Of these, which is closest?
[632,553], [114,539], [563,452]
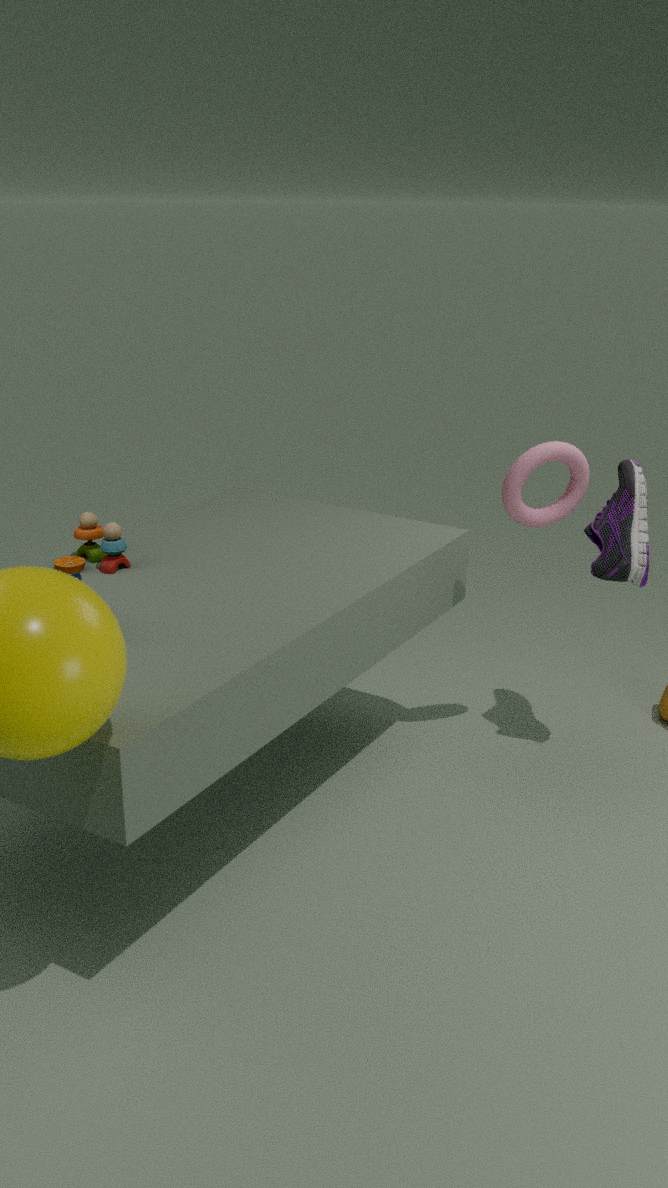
[114,539]
